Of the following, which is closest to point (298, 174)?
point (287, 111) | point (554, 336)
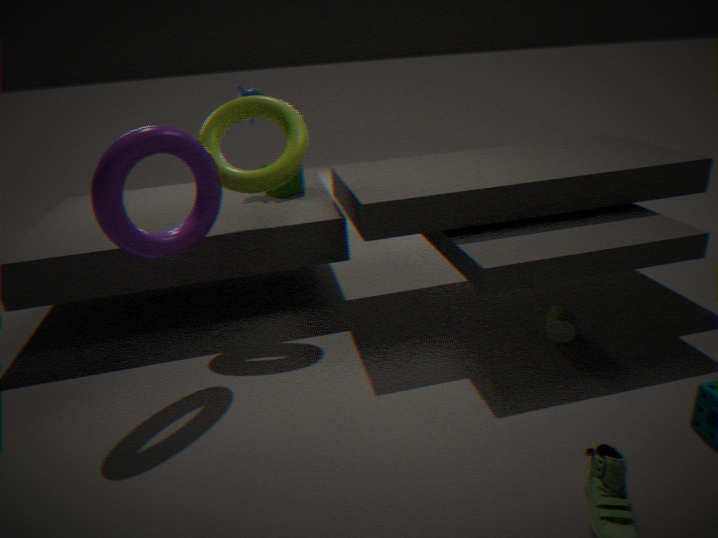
point (287, 111)
